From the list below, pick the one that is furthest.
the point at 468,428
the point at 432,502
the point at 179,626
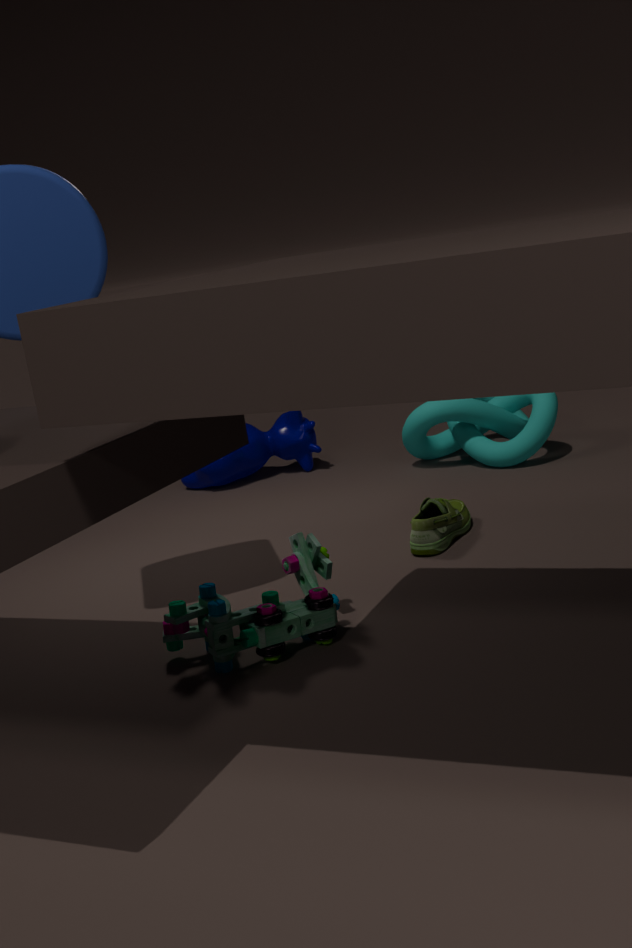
the point at 468,428
